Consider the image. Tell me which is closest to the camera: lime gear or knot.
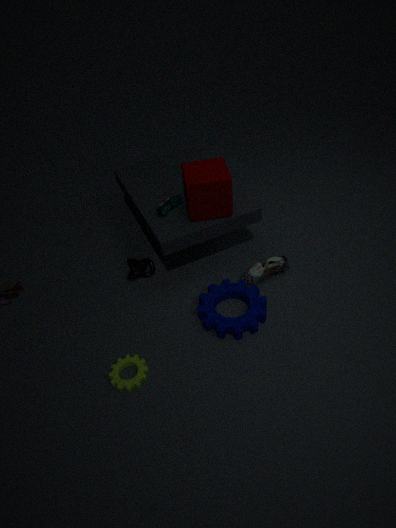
lime gear
